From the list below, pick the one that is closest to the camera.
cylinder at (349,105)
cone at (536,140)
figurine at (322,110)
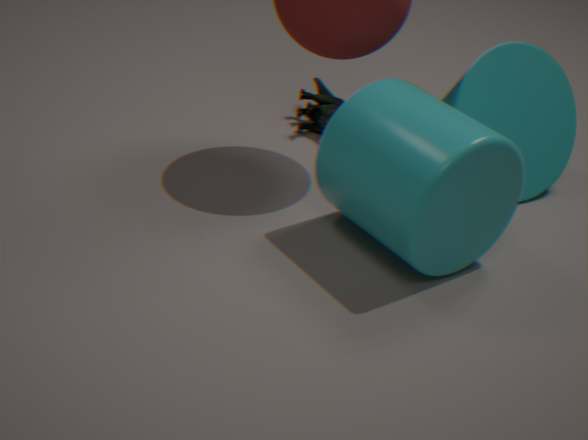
cylinder at (349,105)
